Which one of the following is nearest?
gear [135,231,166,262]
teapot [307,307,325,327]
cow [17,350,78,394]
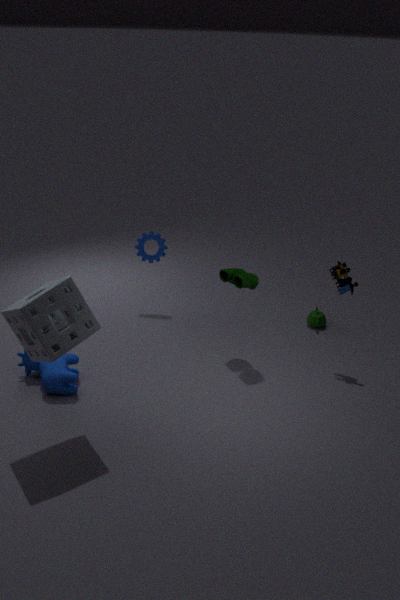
cow [17,350,78,394]
